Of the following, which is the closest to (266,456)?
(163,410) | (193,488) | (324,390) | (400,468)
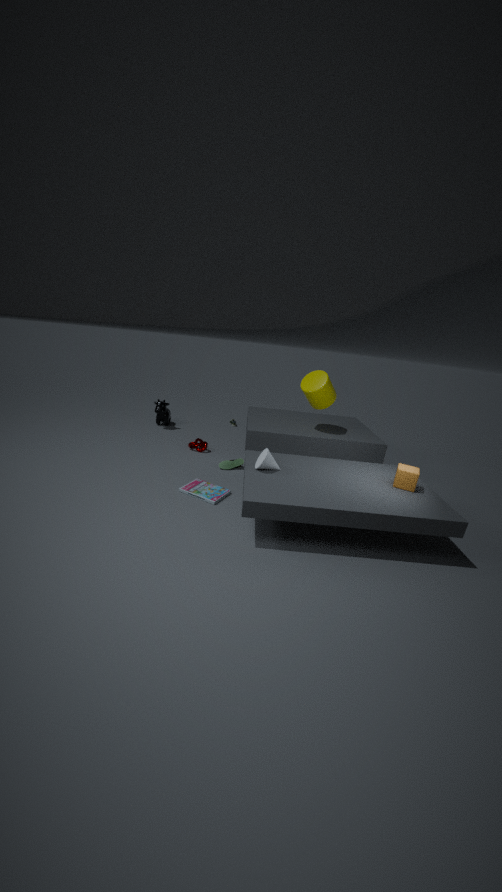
(193,488)
